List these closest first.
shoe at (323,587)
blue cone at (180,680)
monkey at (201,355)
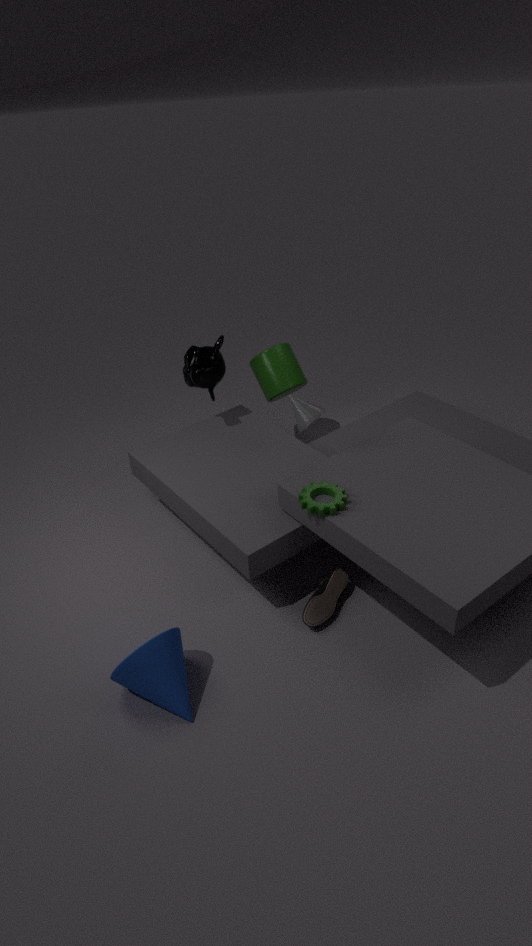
1. blue cone at (180,680)
2. shoe at (323,587)
3. monkey at (201,355)
